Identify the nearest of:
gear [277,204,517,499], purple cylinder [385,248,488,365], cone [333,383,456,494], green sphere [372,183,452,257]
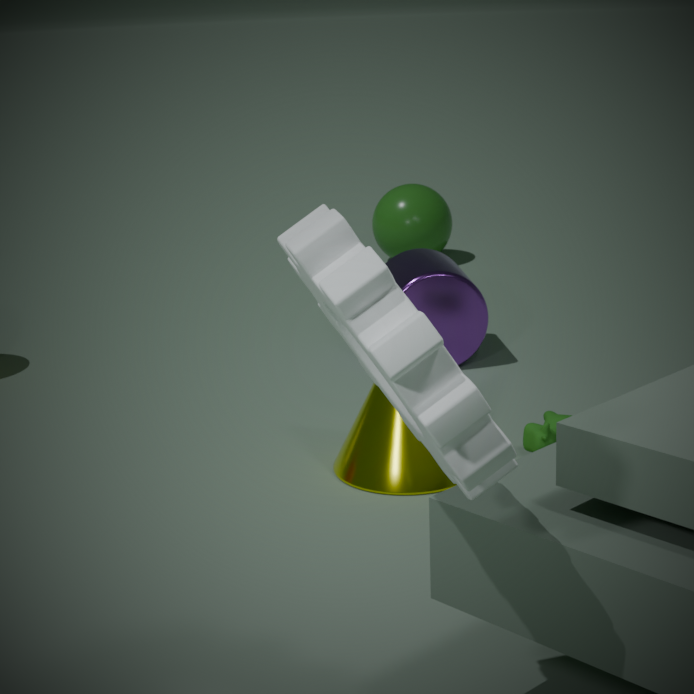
gear [277,204,517,499]
